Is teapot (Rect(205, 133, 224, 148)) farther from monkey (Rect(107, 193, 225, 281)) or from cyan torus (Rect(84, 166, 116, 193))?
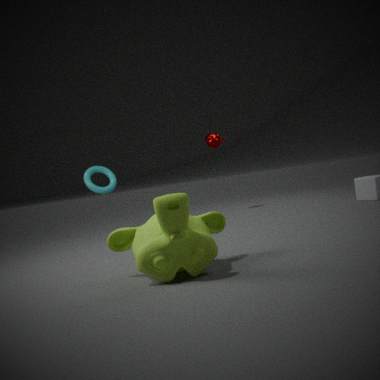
monkey (Rect(107, 193, 225, 281))
